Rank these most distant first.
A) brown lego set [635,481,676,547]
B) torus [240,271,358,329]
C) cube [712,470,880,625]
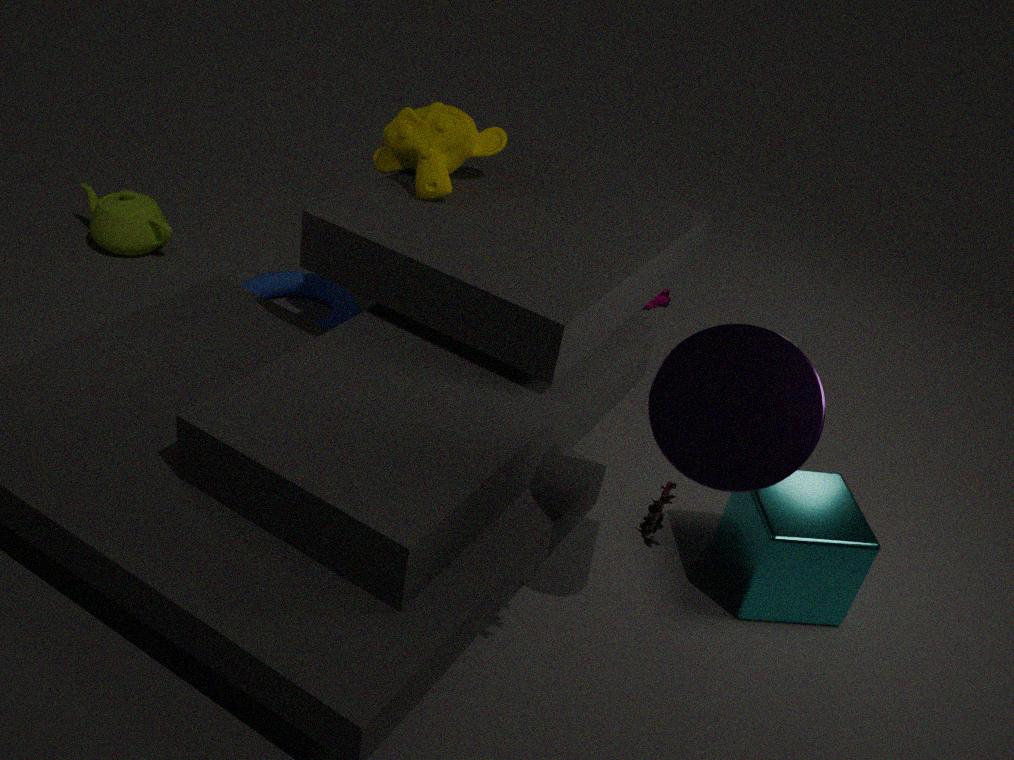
1. torus [240,271,358,329]
2. cube [712,470,880,625]
3. brown lego set [635,481,676,547]
